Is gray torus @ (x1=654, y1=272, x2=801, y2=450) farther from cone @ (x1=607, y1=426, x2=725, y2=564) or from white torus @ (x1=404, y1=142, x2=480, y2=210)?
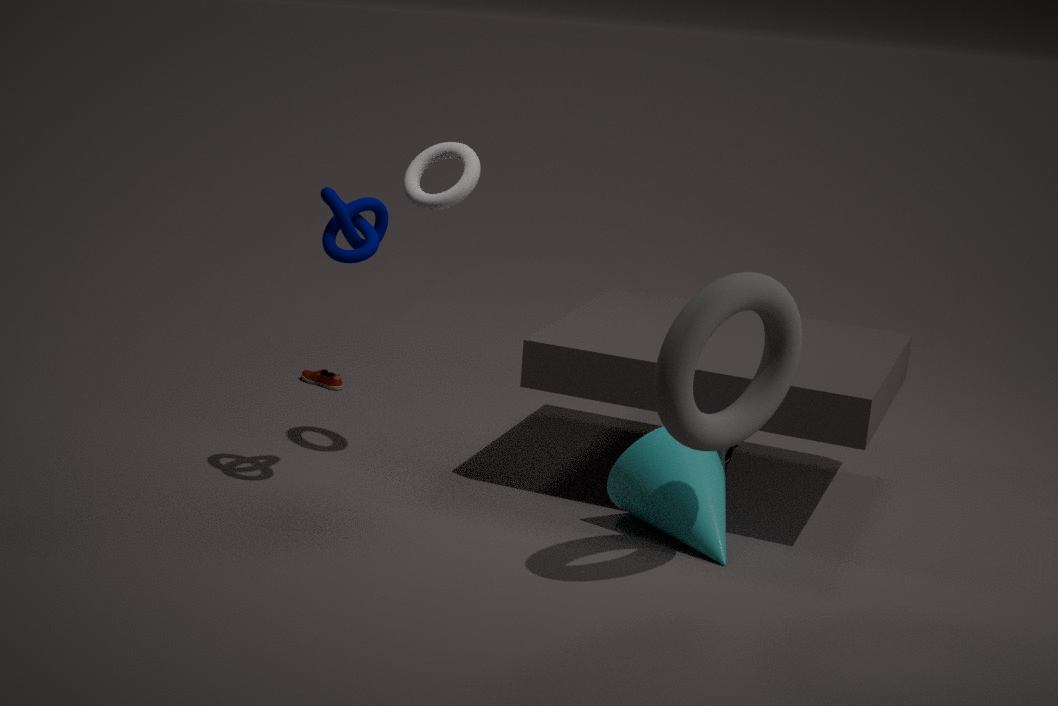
white torus @ (x1=404, y1=142, x2=480, y2=210)
